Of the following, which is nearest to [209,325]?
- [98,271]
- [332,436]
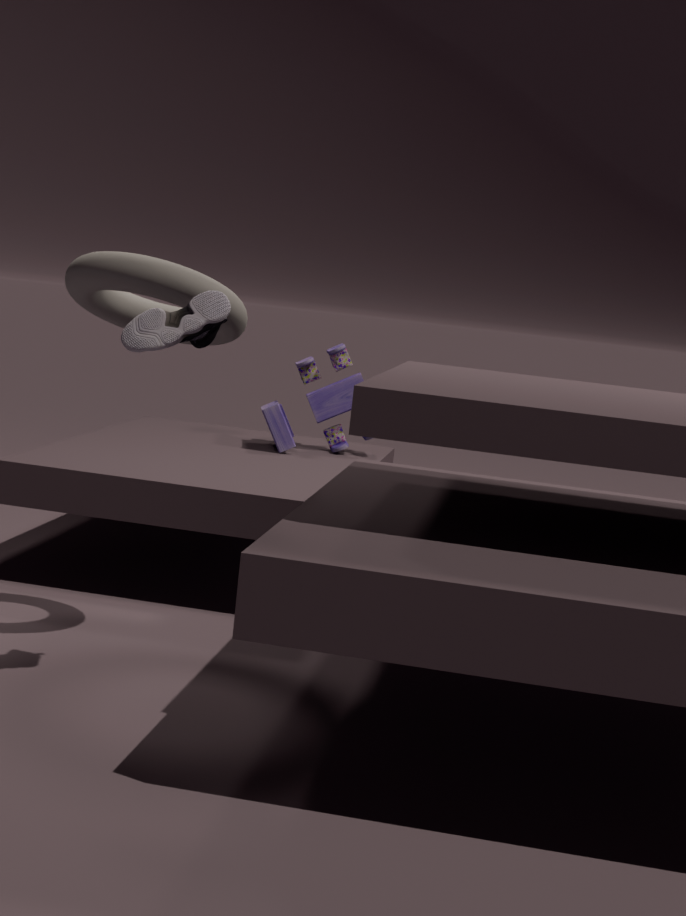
[98,271]
